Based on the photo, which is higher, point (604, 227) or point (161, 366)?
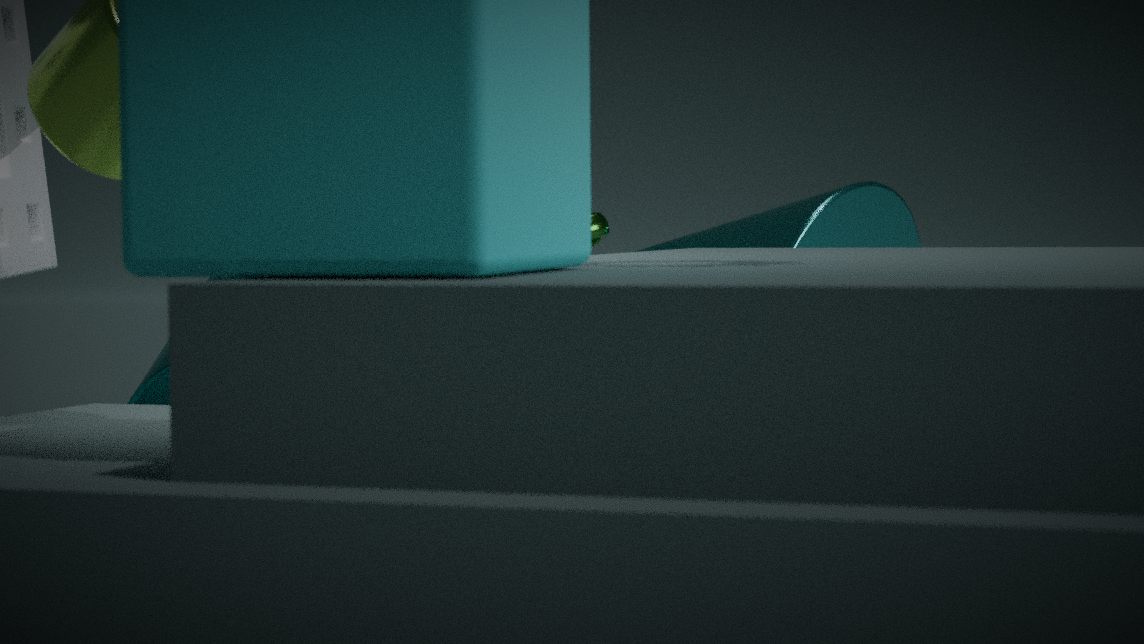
point (604, 227)
